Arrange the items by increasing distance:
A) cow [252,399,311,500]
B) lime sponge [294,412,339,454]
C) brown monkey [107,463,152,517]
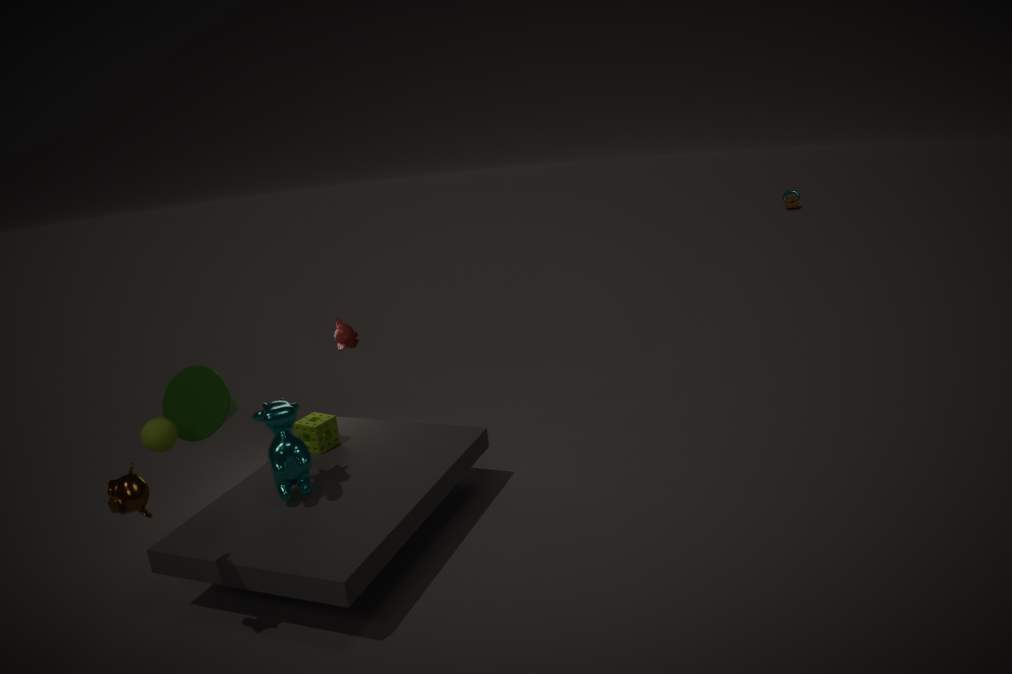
brown monkey [107,463,152,517], cow [252,399,311,500], lime sponge [294,412,339,454]
